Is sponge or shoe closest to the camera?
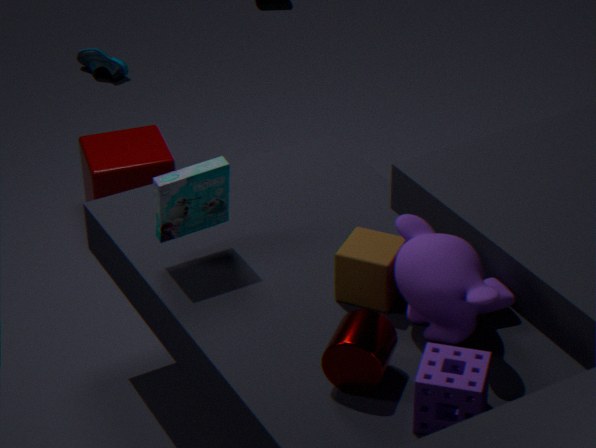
sponge
